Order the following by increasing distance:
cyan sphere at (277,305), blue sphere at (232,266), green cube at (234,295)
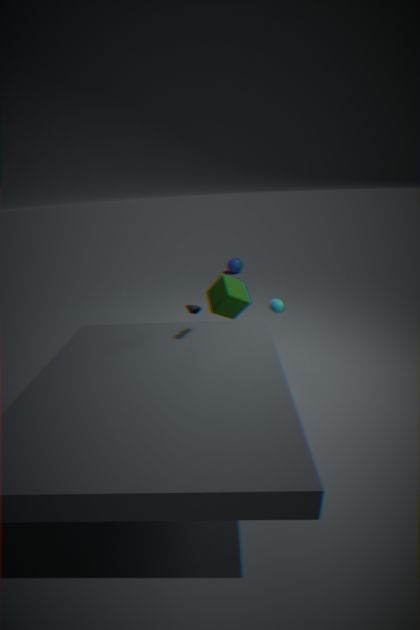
green cube at (234,295) < cyan sphere at (277,305) < blue sphere at (232,266)
